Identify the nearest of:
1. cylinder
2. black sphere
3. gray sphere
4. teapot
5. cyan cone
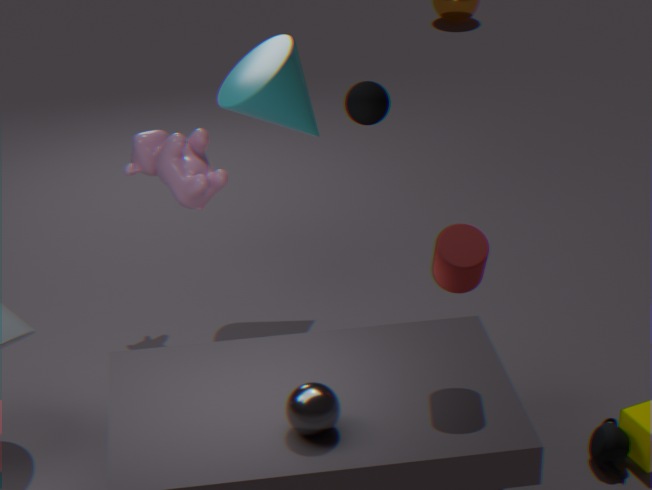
gray sphere
